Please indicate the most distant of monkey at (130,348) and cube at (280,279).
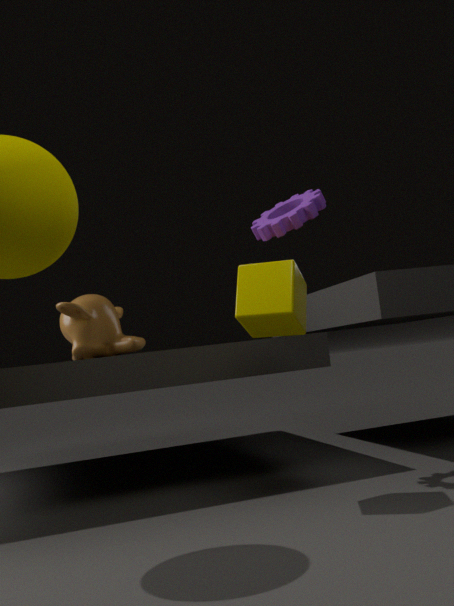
monkey at (130,348)
